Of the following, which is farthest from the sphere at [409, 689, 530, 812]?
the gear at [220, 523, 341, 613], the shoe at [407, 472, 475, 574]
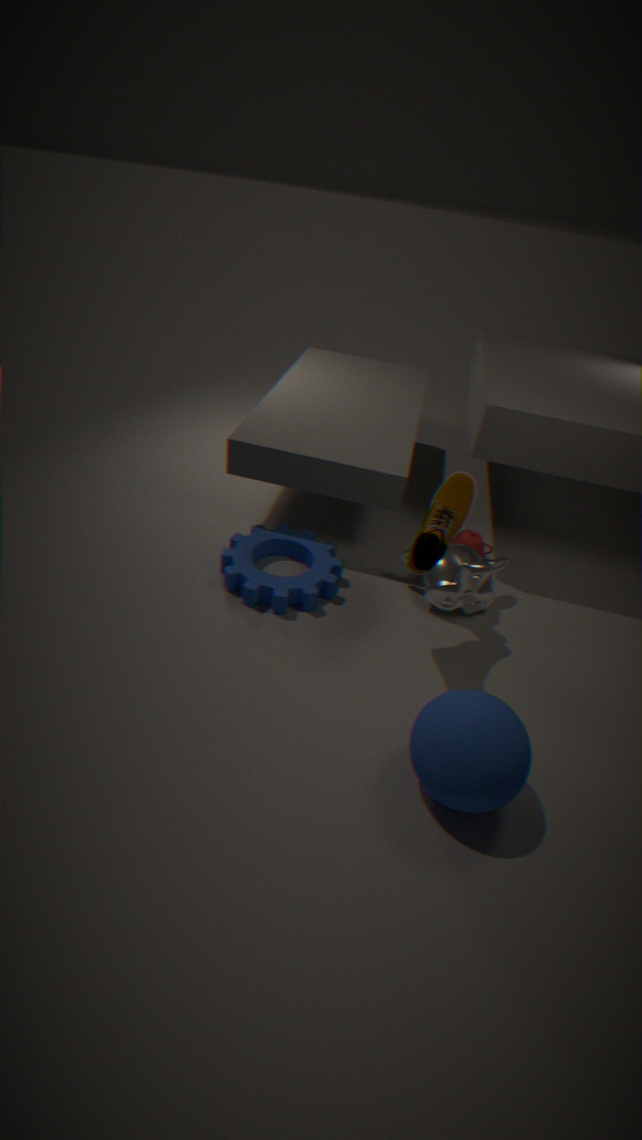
the gear at [220, 523, 341, 613]
